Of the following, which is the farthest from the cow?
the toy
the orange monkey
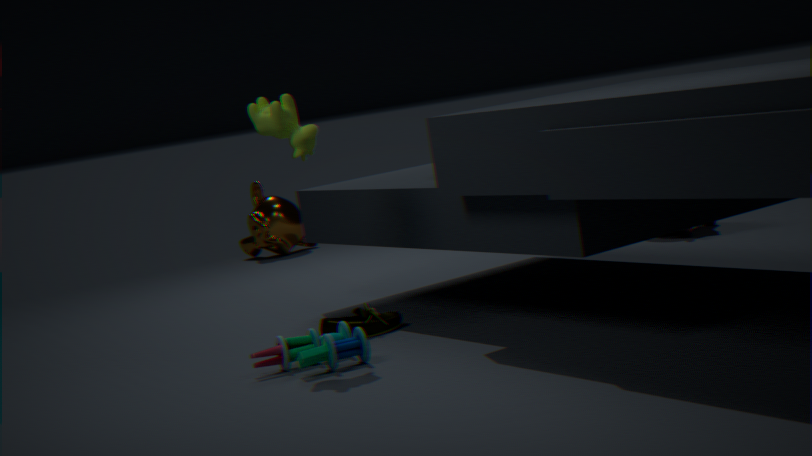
the orange monkey
